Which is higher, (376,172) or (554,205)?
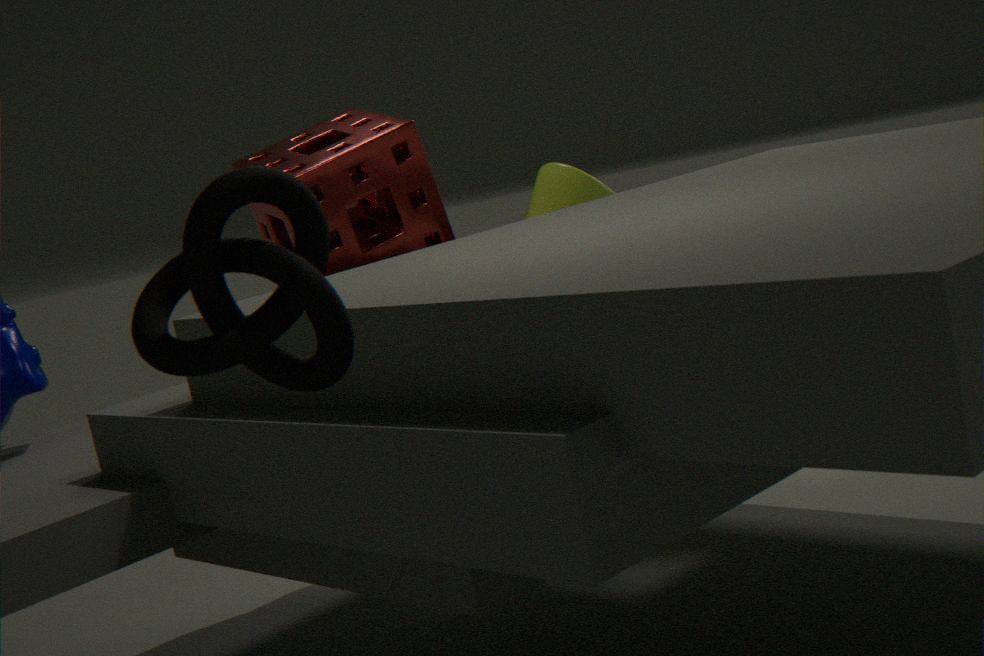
(376,172)
